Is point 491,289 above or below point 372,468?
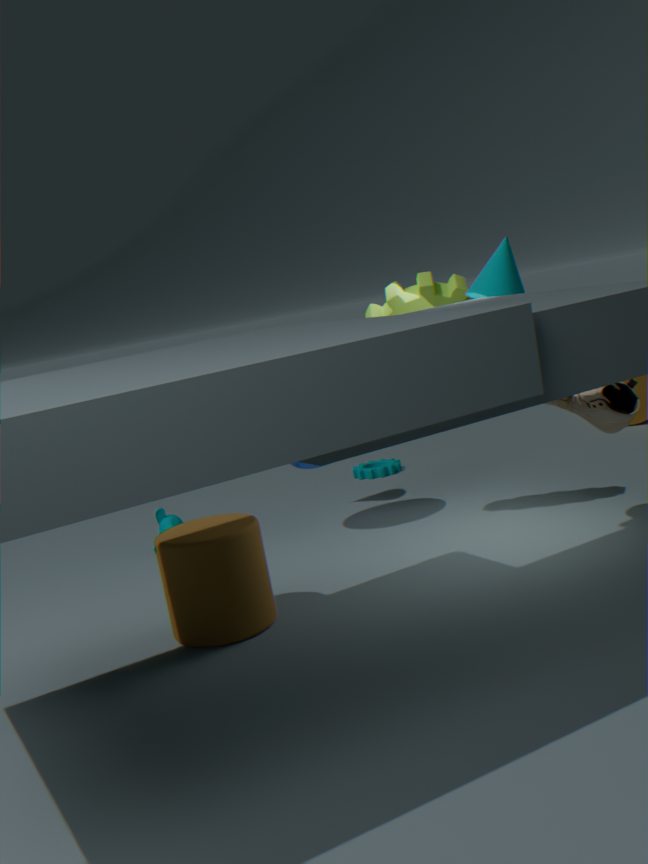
above
